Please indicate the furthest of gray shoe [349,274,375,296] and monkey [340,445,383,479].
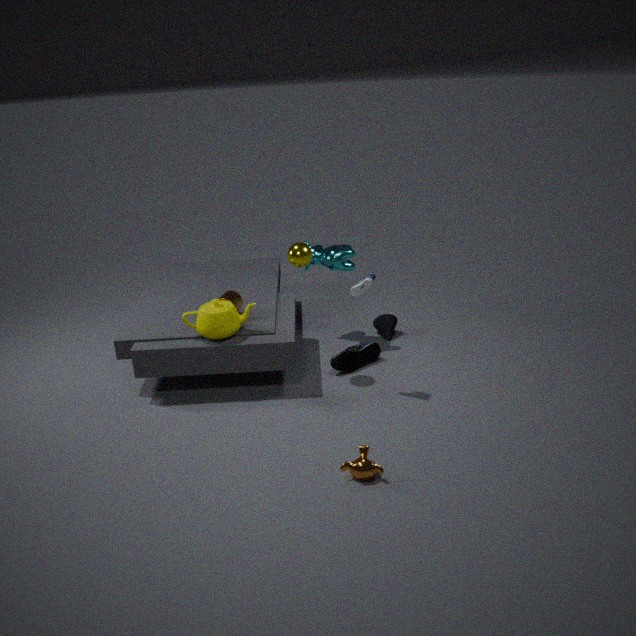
gray shoe [349,274,375,296]
